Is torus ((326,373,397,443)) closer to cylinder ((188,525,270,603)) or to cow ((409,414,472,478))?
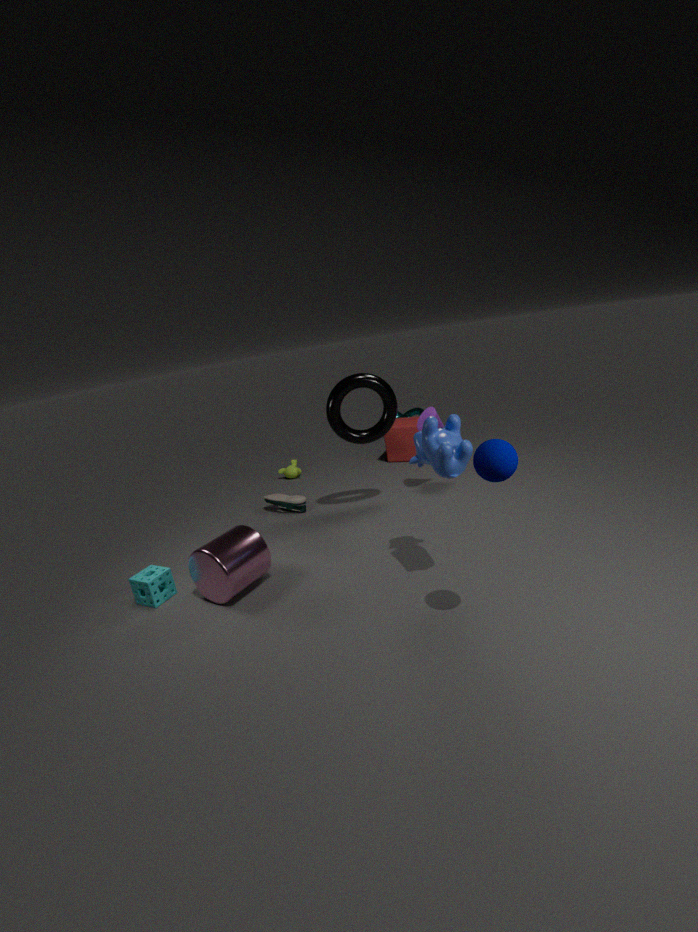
cow ((409,414,472,478))
